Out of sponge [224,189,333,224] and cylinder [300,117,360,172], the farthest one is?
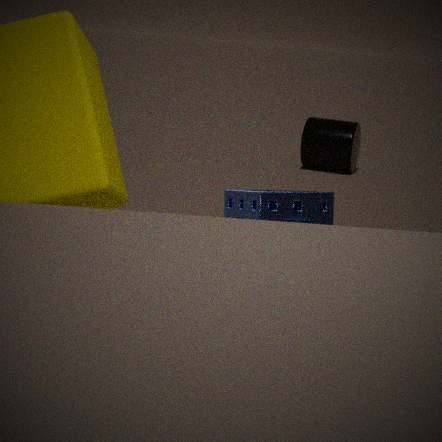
cylinder [300,117,360,172]
